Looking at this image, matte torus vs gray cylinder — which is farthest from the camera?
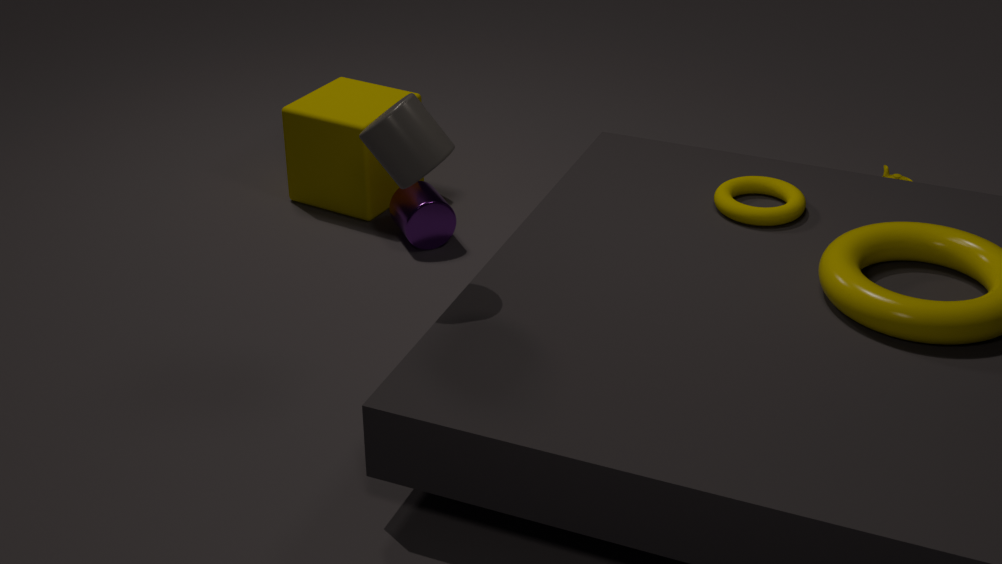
matte torus
